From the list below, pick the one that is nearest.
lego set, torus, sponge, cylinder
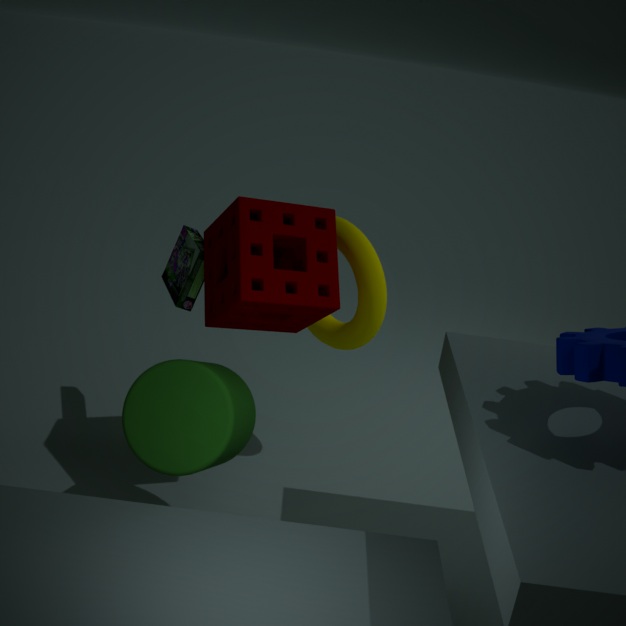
cylinder
